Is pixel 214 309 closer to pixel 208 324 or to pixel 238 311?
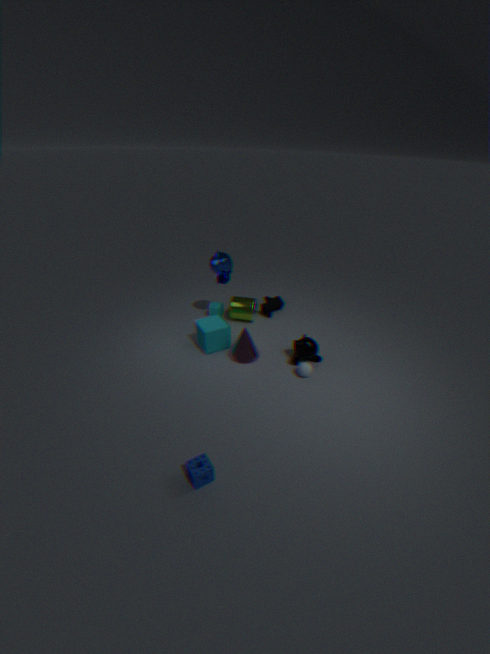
pixel 238 311
